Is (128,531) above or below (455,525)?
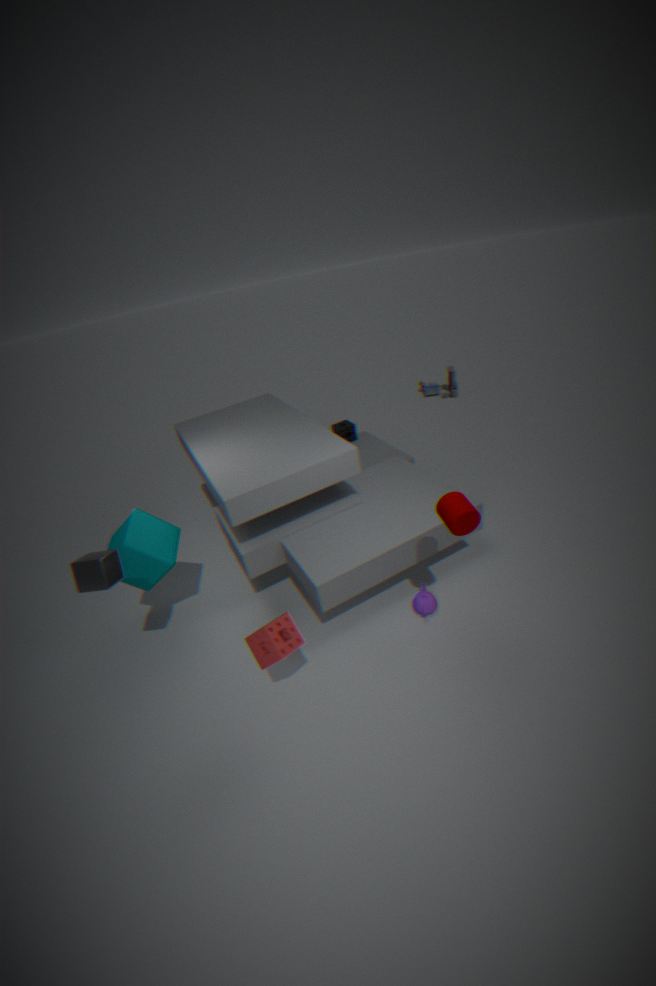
below
